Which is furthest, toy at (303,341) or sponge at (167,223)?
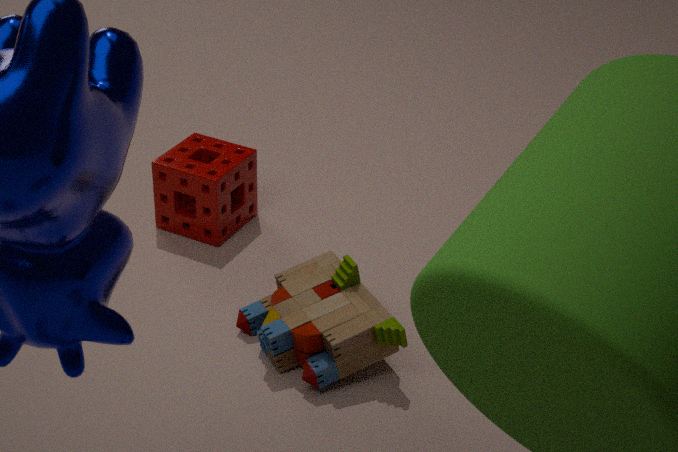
sponge at (167,223)
